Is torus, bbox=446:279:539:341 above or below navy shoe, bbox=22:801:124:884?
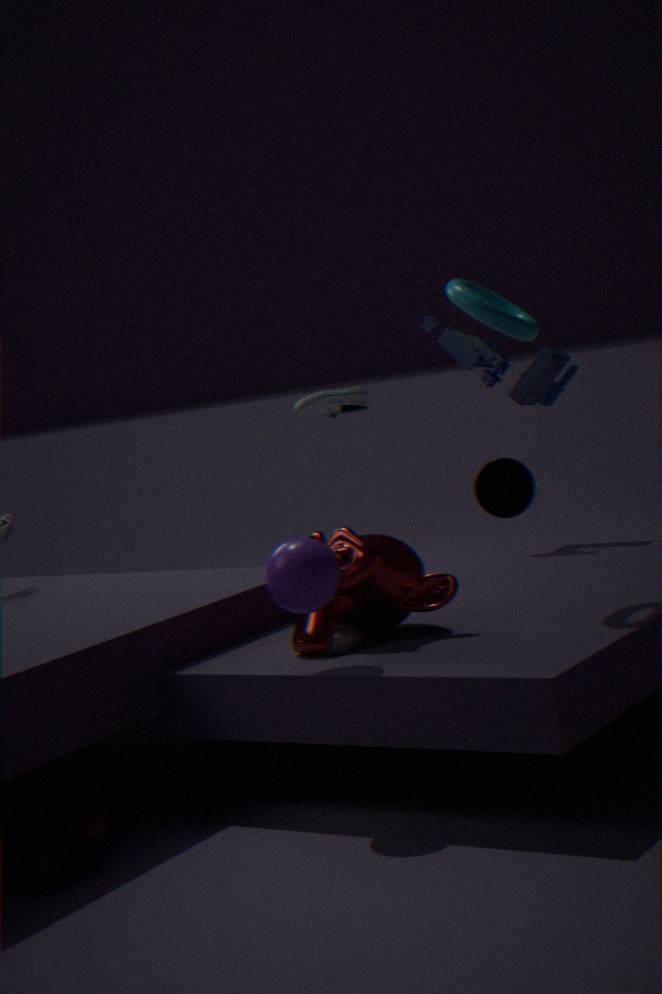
above
